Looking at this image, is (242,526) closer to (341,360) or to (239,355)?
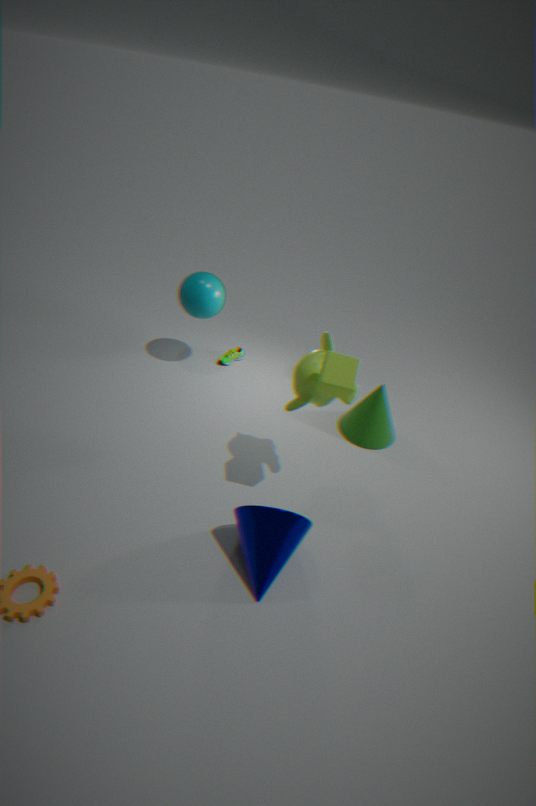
(341,360)
